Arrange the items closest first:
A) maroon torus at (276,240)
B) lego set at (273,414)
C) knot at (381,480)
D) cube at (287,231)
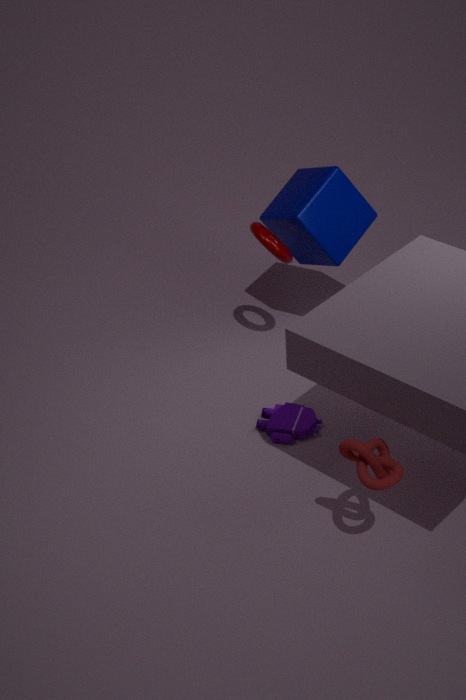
knot at (381,480), lego set at (273,414), maroon torus at (276,240), cube at (287,231)
